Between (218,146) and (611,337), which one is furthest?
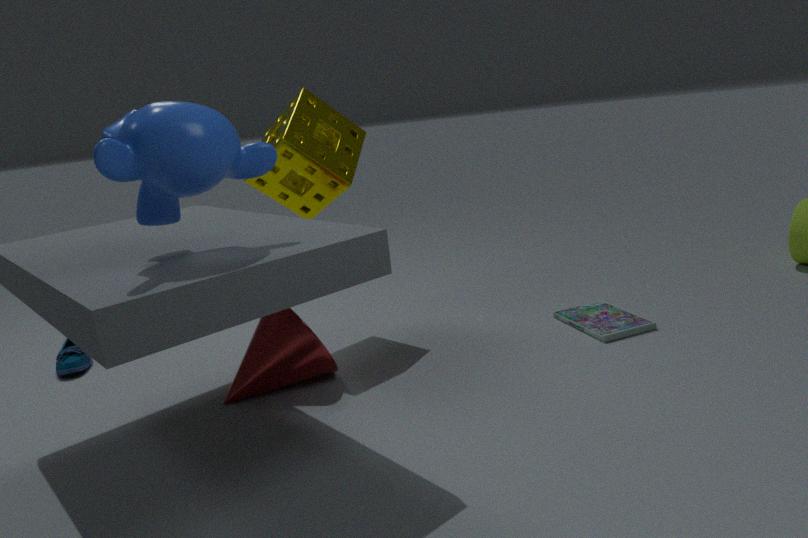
(611,337)
